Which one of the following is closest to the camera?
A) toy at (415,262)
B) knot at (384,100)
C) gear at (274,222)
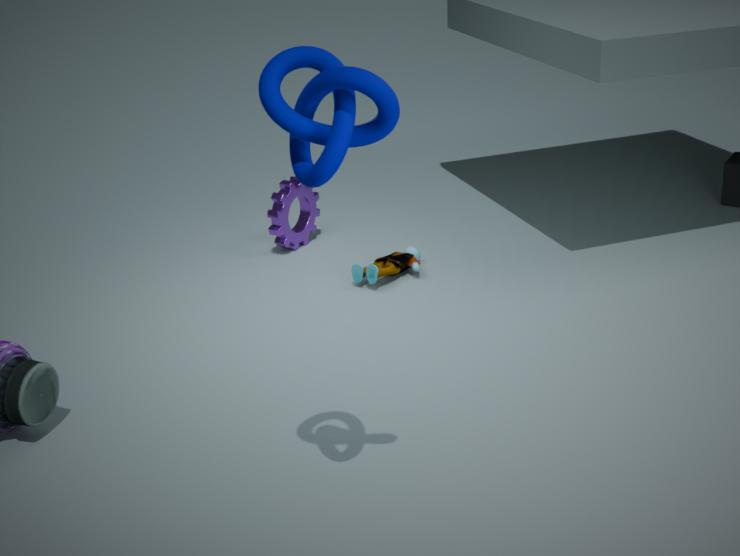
knot at (384,100)
